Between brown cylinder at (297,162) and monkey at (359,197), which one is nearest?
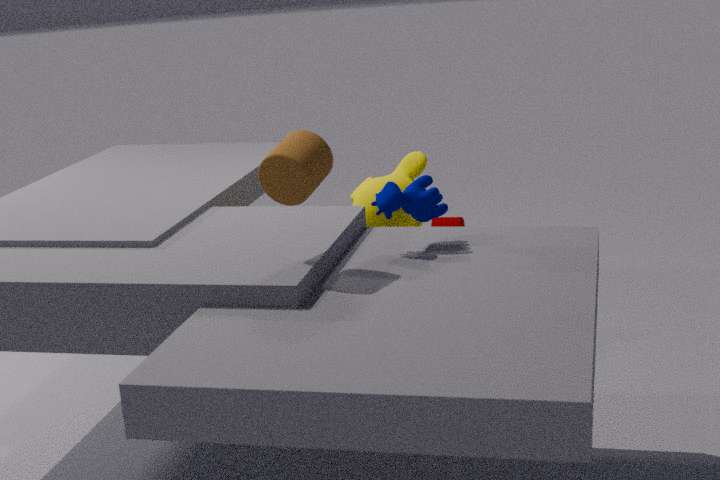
brown cylinder at (297,162)
